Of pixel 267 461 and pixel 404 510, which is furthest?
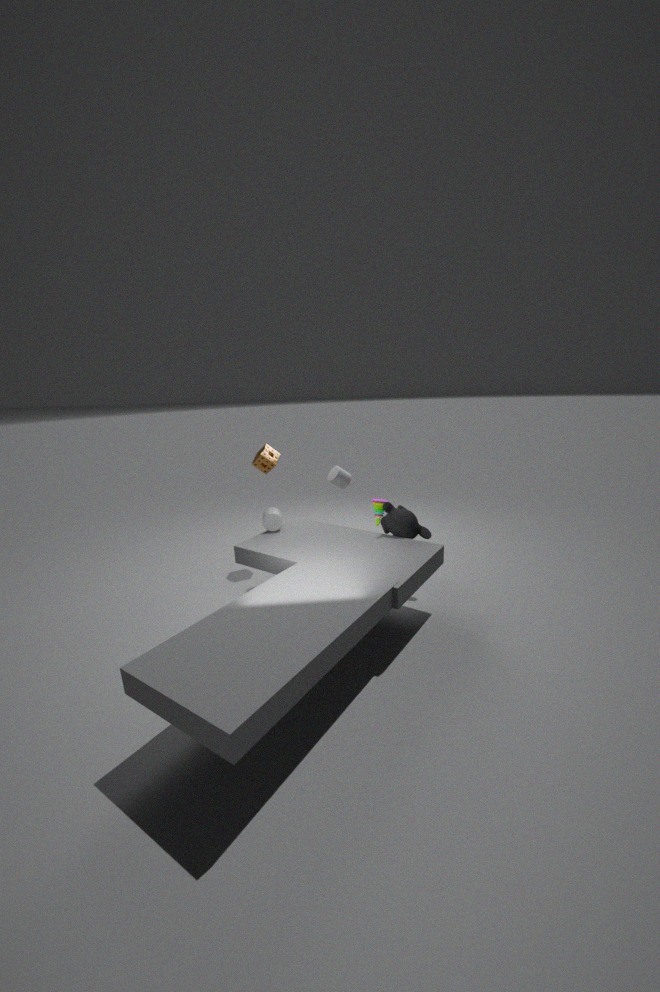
pixel 267 461
